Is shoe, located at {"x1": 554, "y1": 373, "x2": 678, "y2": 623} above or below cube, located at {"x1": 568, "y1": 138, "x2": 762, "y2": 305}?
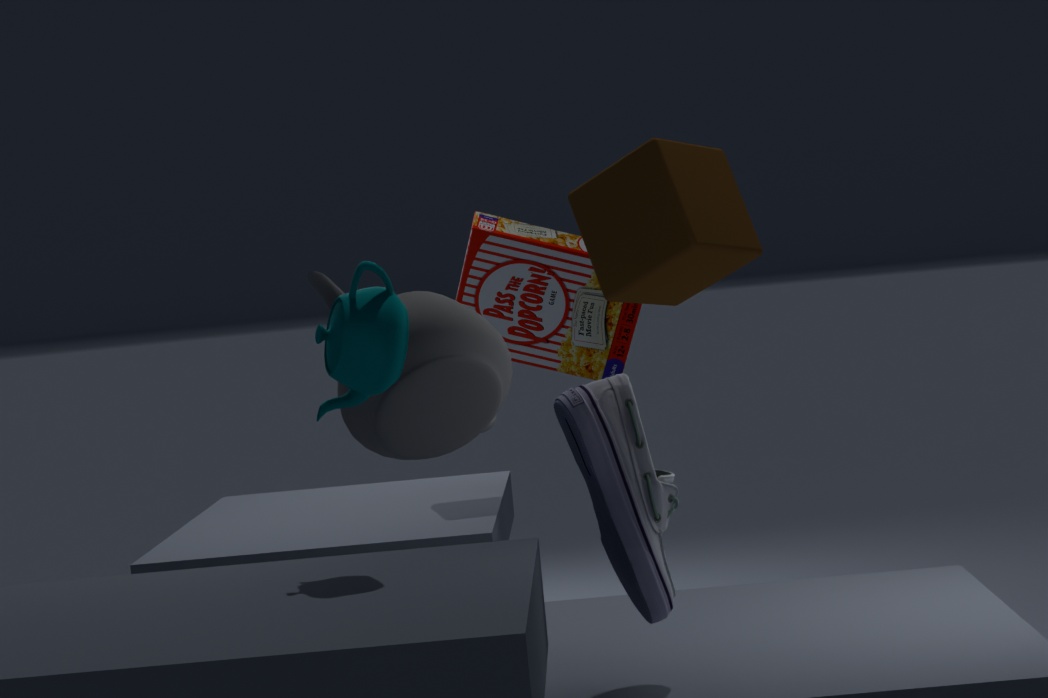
below
